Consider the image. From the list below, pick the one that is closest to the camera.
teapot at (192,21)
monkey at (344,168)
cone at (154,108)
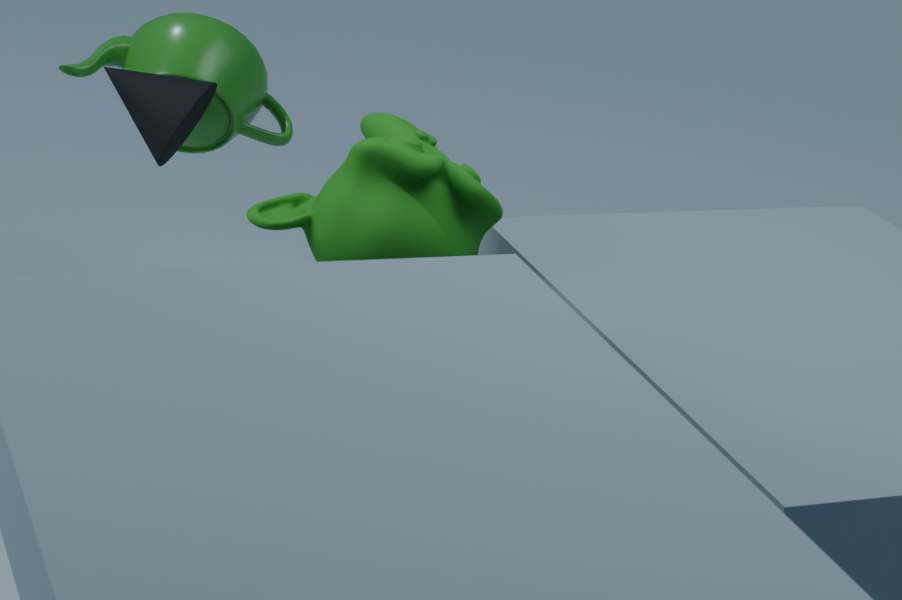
monkey at (344,168)
